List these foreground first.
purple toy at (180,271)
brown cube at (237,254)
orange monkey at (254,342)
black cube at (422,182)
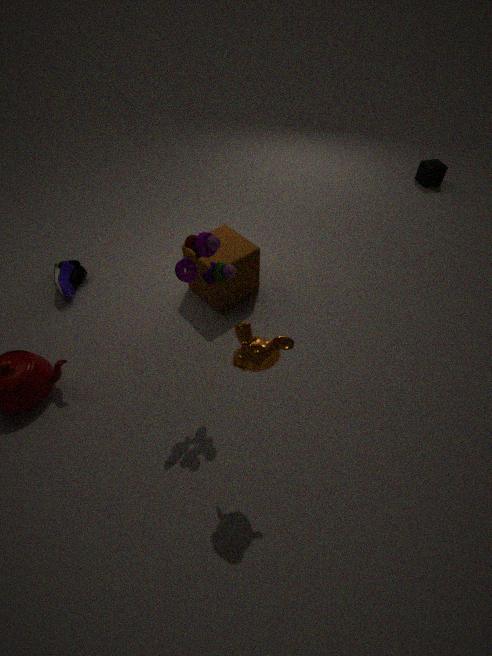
orange monkey at (254,342) < purple toy at (180,271) < brown cube at (237,254) < black cube at (422,182)
